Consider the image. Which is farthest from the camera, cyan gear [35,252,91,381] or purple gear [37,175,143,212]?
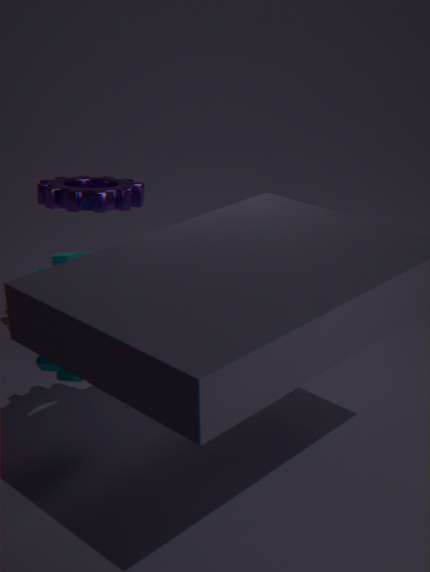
purple gear [37,175,143,212]
